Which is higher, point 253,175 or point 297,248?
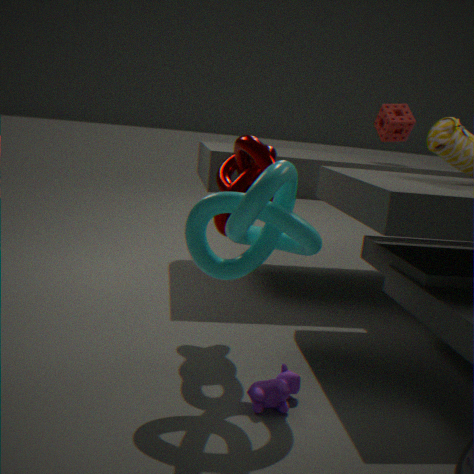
point 253,175
